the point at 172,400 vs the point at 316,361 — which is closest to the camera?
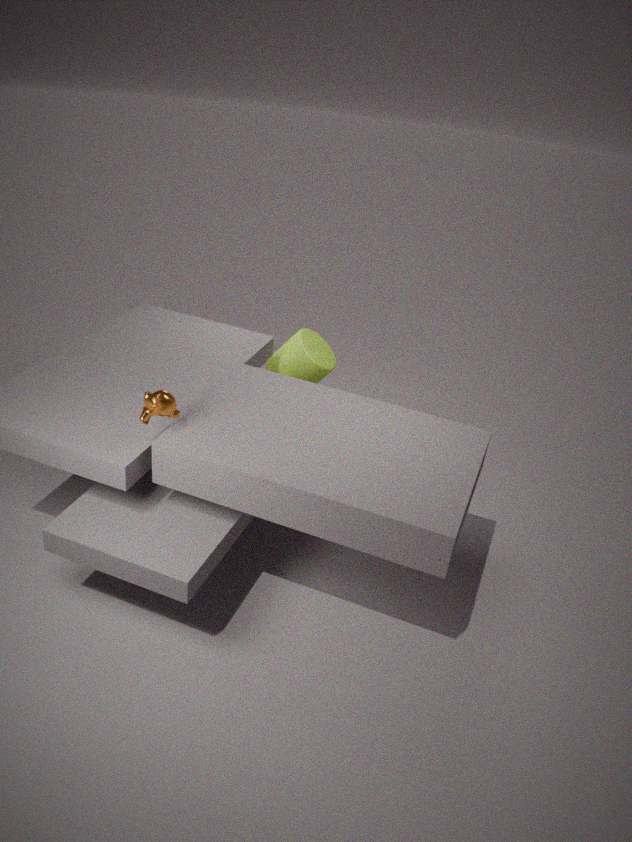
the point at 172,400
